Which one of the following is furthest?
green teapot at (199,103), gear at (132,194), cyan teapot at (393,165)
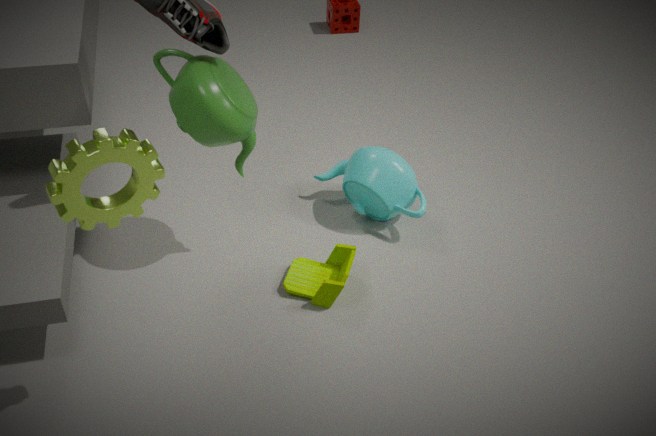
cyan teapot at (393,165)
